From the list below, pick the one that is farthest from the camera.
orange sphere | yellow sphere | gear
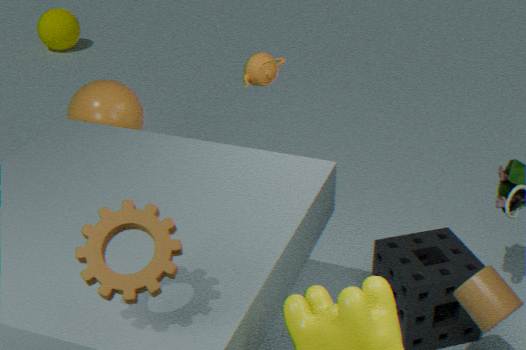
yellow sphere
